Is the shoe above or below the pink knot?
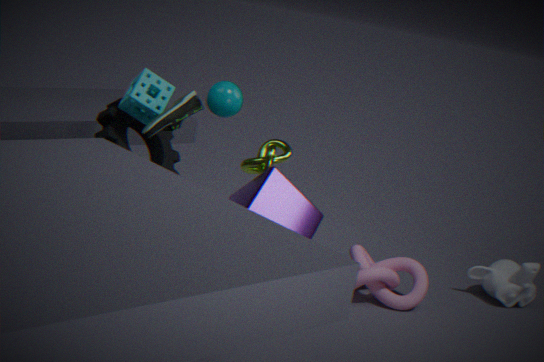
→ above
